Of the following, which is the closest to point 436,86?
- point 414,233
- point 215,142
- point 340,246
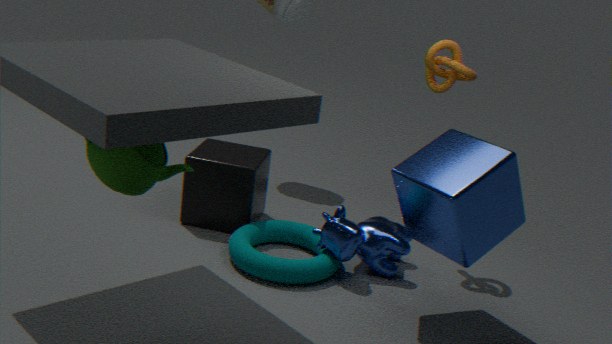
point 414,233
